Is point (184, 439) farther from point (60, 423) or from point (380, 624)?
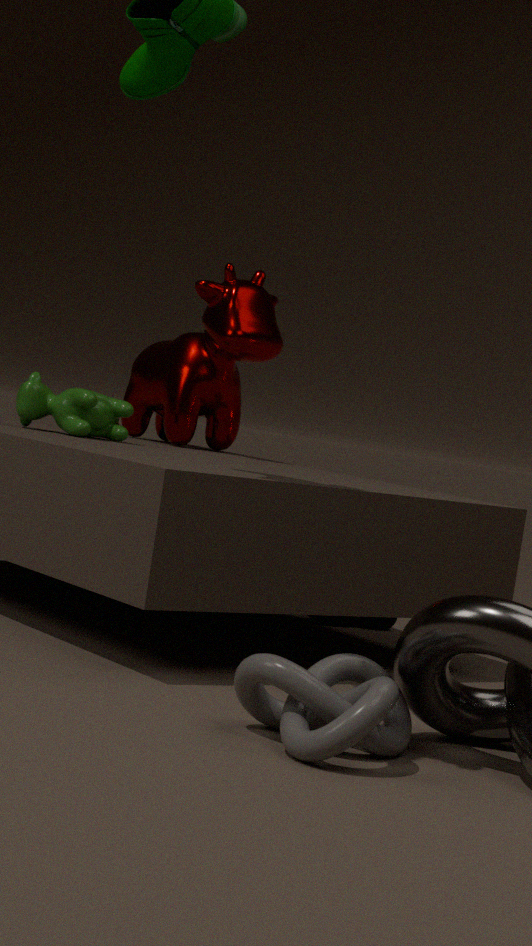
point (380, 624)
